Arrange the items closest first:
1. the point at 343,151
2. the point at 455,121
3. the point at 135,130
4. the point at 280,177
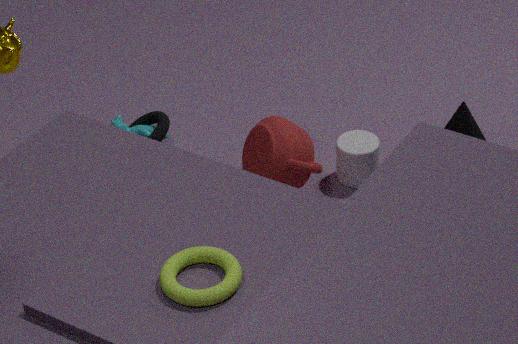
1. the point at 455,121
2. the point at 280,177
3. the point at 343,151
4. the point at 135,130
